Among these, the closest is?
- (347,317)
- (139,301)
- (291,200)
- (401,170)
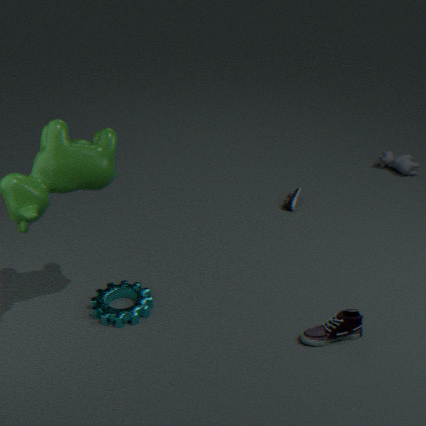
(347,317)
